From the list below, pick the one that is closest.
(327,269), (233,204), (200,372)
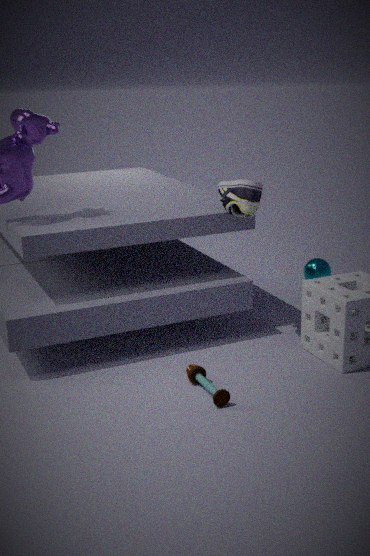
(200,372)
